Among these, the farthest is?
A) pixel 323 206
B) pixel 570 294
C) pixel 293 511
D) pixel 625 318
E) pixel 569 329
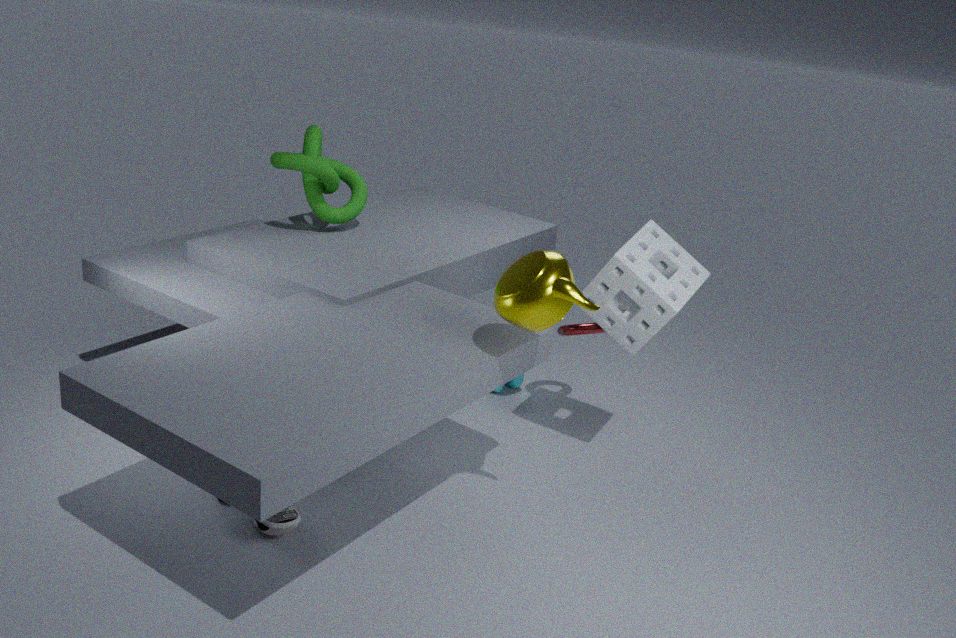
pixel 323 206
